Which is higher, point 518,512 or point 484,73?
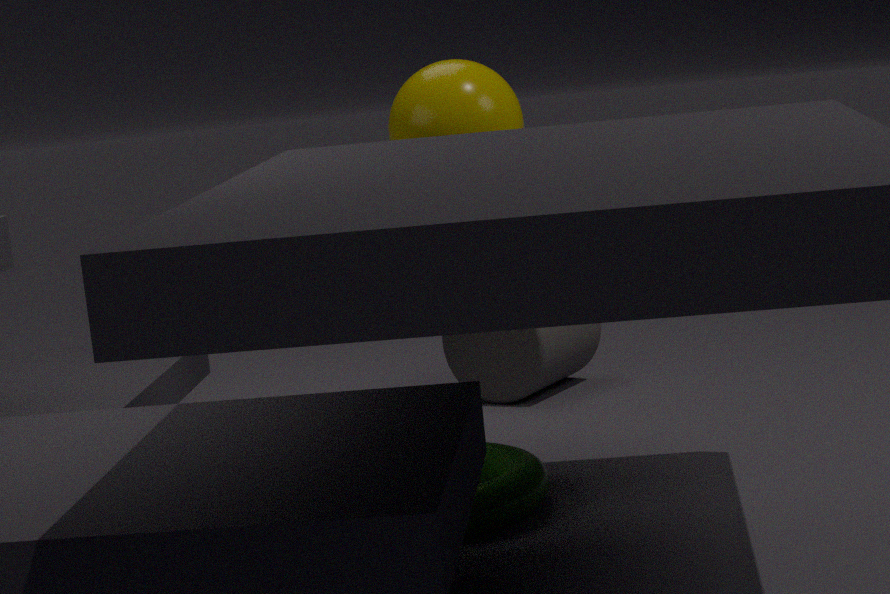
point 484,73
